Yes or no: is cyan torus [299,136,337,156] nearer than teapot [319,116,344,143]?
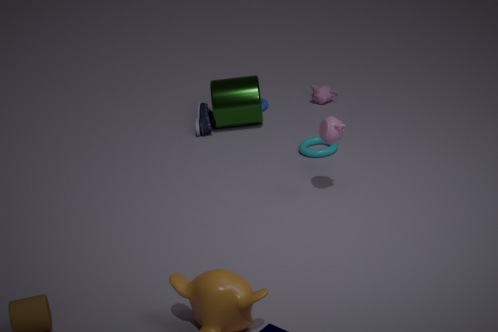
No
